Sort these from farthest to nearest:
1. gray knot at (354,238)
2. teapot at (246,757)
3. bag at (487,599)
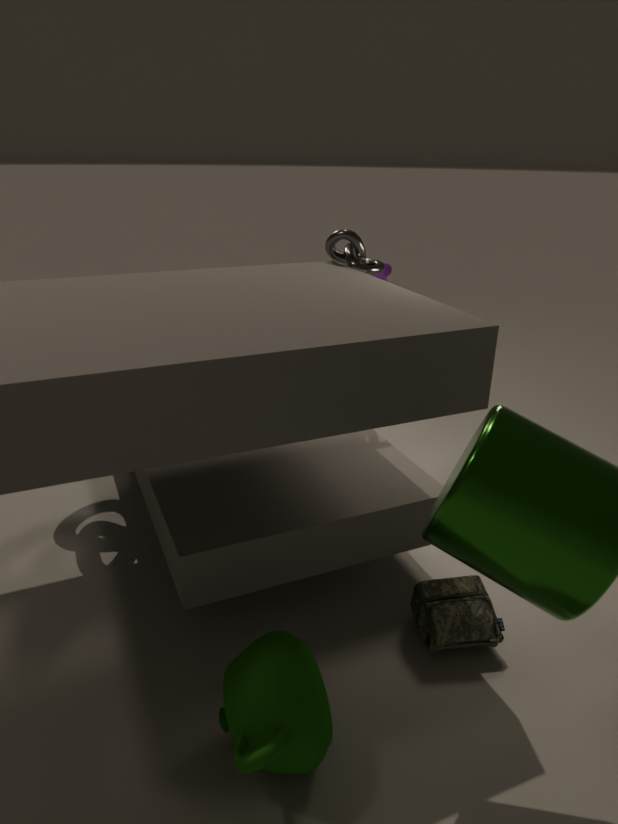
gray knot at (354,238)
bag at (487,599)
teapot at (246,757)
